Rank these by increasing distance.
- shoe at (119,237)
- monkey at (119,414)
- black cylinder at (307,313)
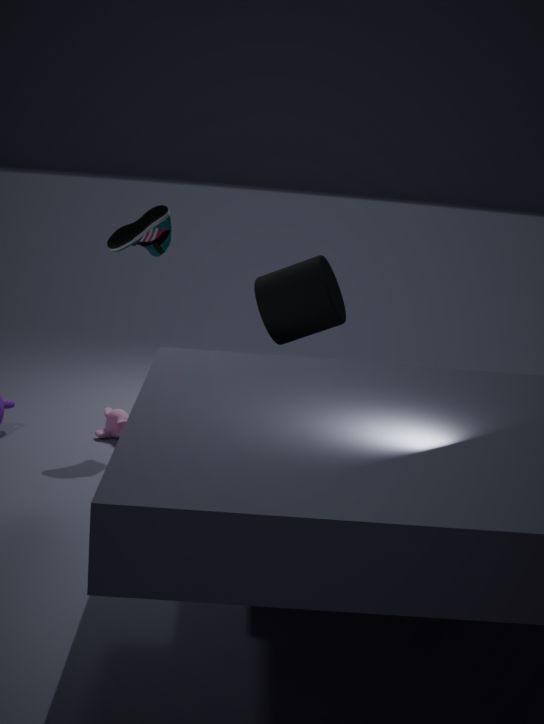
black cylinder at (307,313) → shoe at (119,237) → monkey at (119,414)
